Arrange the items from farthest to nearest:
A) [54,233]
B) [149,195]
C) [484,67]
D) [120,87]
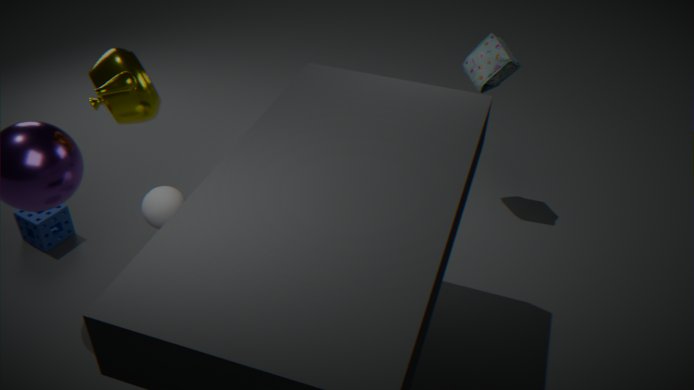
[484,67] < [54,233] < [149,195] < [120,87]
